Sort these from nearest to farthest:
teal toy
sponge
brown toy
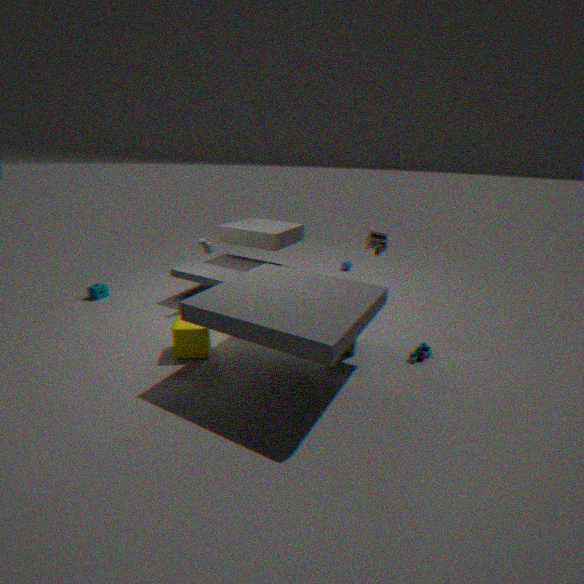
teal toy < brown toy < sponge
